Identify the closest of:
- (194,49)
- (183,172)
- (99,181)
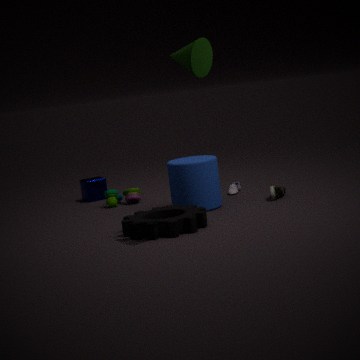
(194,49)
